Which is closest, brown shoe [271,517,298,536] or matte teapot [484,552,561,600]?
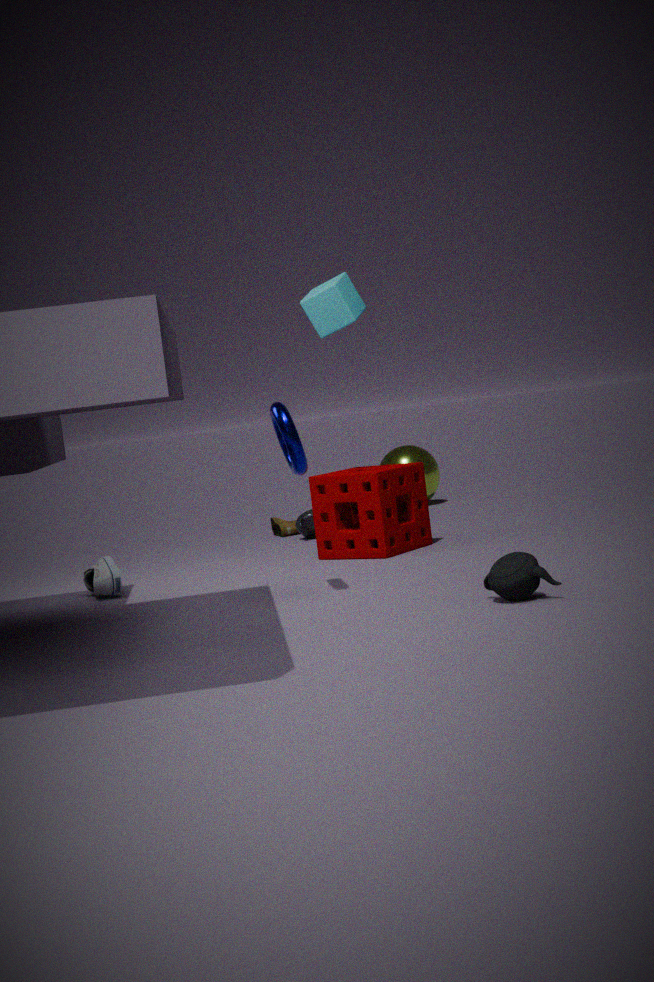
matte teapot [484,552,561,600]
